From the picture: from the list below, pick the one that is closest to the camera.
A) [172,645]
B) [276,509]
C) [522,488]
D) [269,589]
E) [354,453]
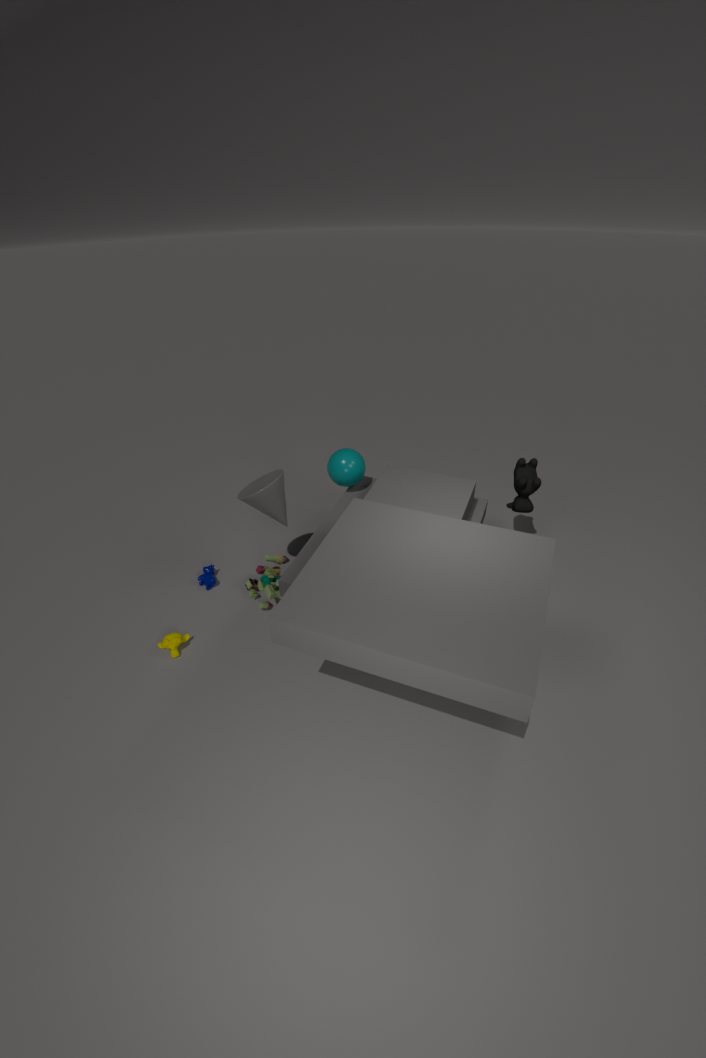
[172,645]
